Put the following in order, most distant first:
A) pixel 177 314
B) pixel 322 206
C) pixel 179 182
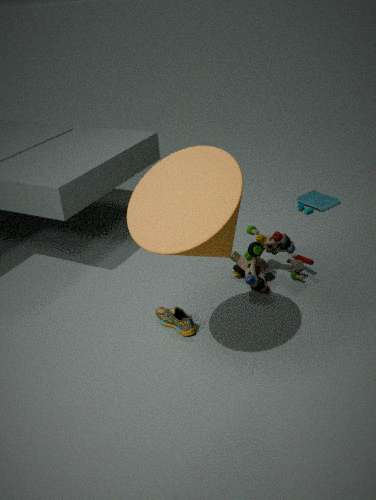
pixel 322 206 < pixel 177 314 < pixel 179 182
